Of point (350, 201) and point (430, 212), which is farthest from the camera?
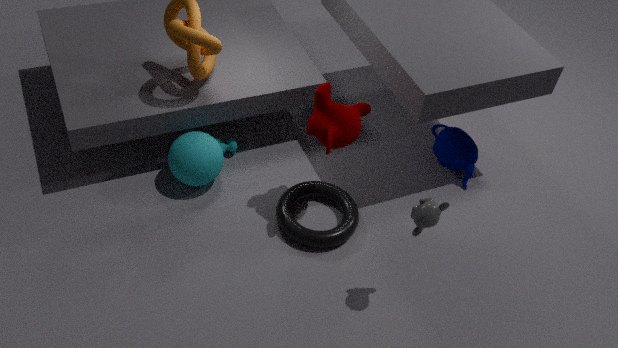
point (350, 201)
